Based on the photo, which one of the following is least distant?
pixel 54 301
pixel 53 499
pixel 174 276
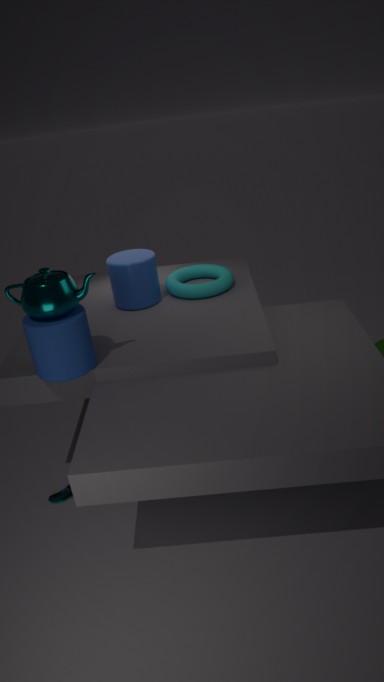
pixel 54 301
